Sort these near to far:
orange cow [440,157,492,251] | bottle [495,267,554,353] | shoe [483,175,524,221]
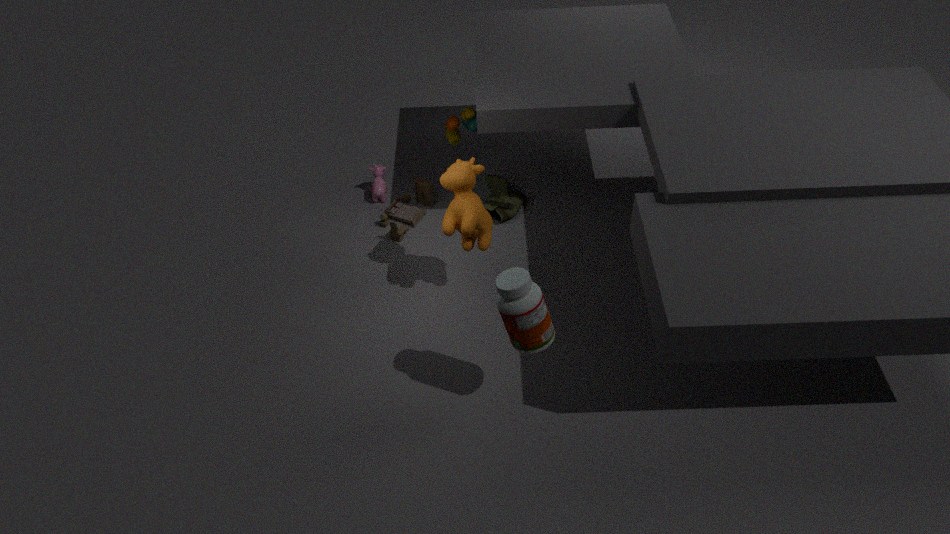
bottle [495,267,554,353]
orange cow [440,157,492,251]
shoe [483,175,524,221]
